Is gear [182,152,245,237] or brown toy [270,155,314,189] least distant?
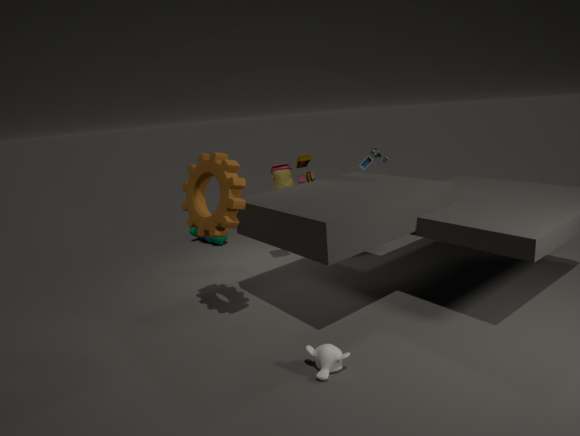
gear [182,152,245,237]
